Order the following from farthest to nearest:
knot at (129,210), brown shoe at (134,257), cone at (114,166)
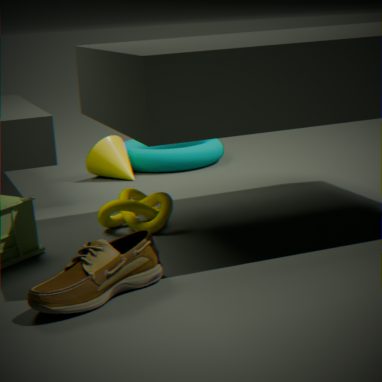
cone at (114,166)
knot at (129,210)
brown shoe at (134,257)
